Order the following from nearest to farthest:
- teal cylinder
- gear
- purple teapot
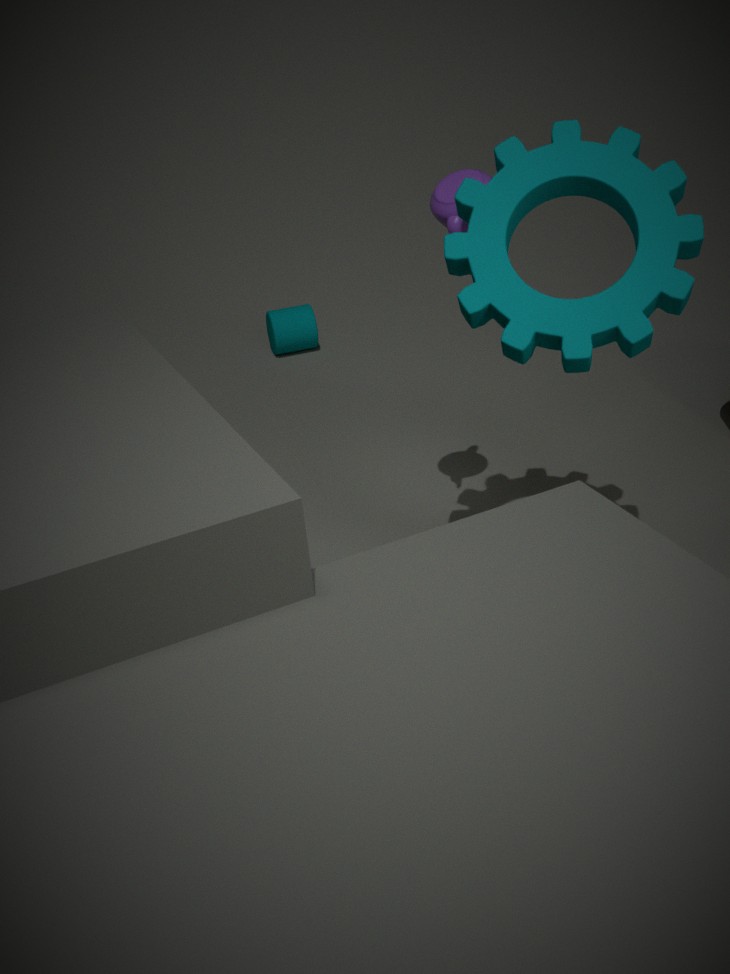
gear < purple teapot < teal cylinder
